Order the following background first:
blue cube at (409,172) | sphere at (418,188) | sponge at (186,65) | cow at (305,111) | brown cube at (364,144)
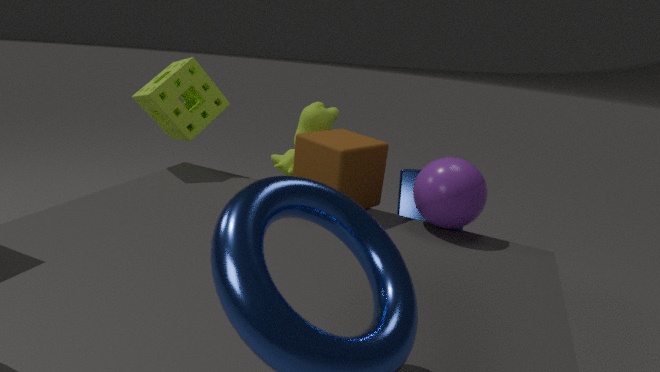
1. sponge at (186,65)
2. cow at (305,111)
3. blue cube at (409,172)
4. brown cube at (364,144)
5. sphere at (418,188)
